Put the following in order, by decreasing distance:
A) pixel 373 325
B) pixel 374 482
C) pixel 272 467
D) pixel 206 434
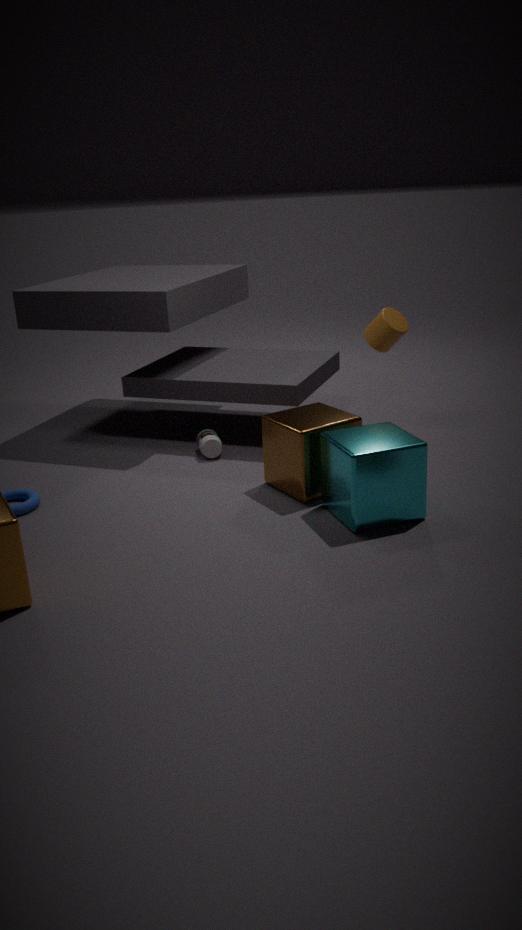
pixel 206 434, pixel 373 325, pixel 272 467, pixel 374 482
